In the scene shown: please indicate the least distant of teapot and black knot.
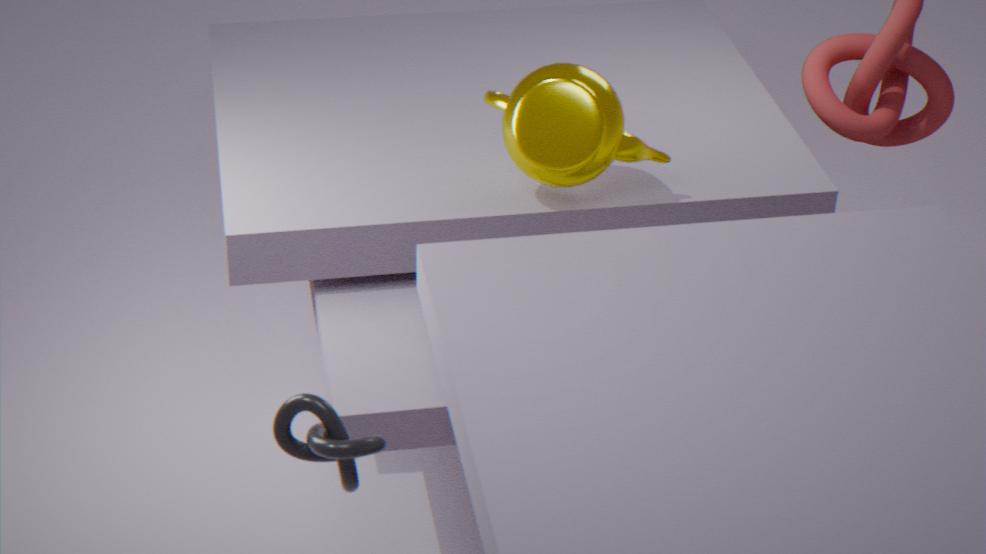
black knot
